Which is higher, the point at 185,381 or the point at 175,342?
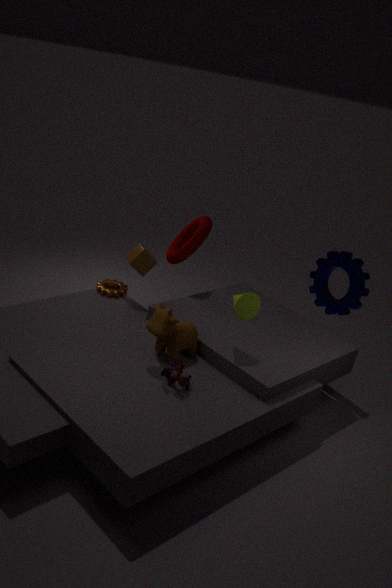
the point at 175,342
